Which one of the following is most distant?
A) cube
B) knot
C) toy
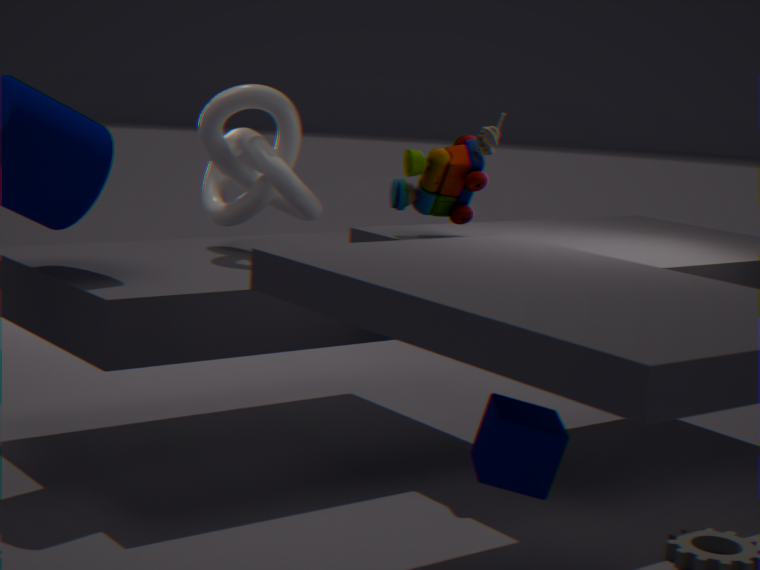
knot
